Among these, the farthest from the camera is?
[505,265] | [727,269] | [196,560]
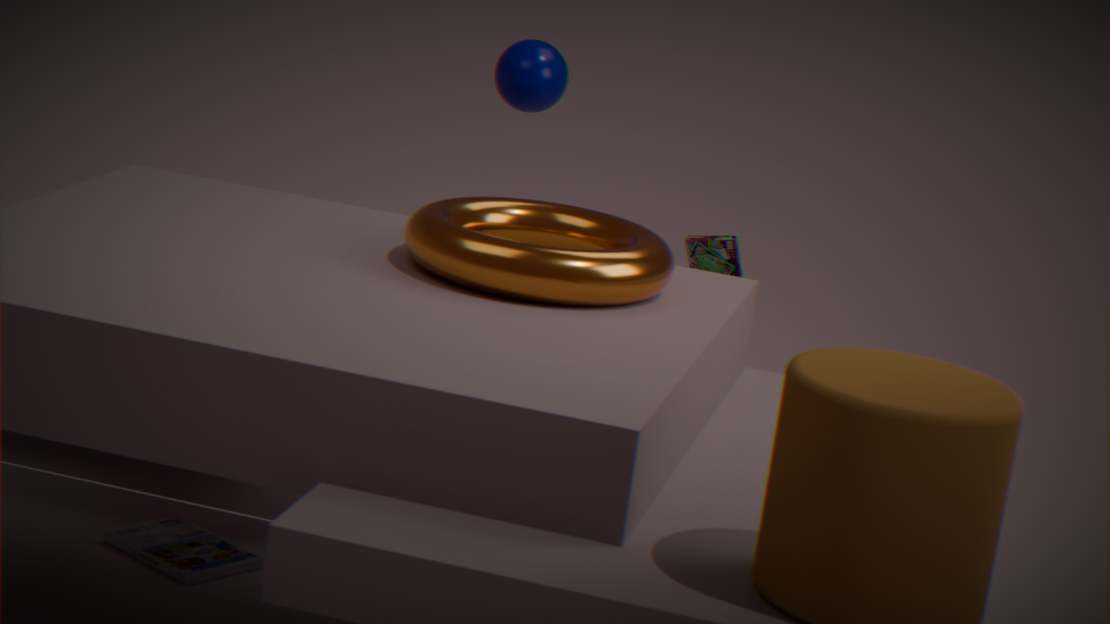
[727,269]
